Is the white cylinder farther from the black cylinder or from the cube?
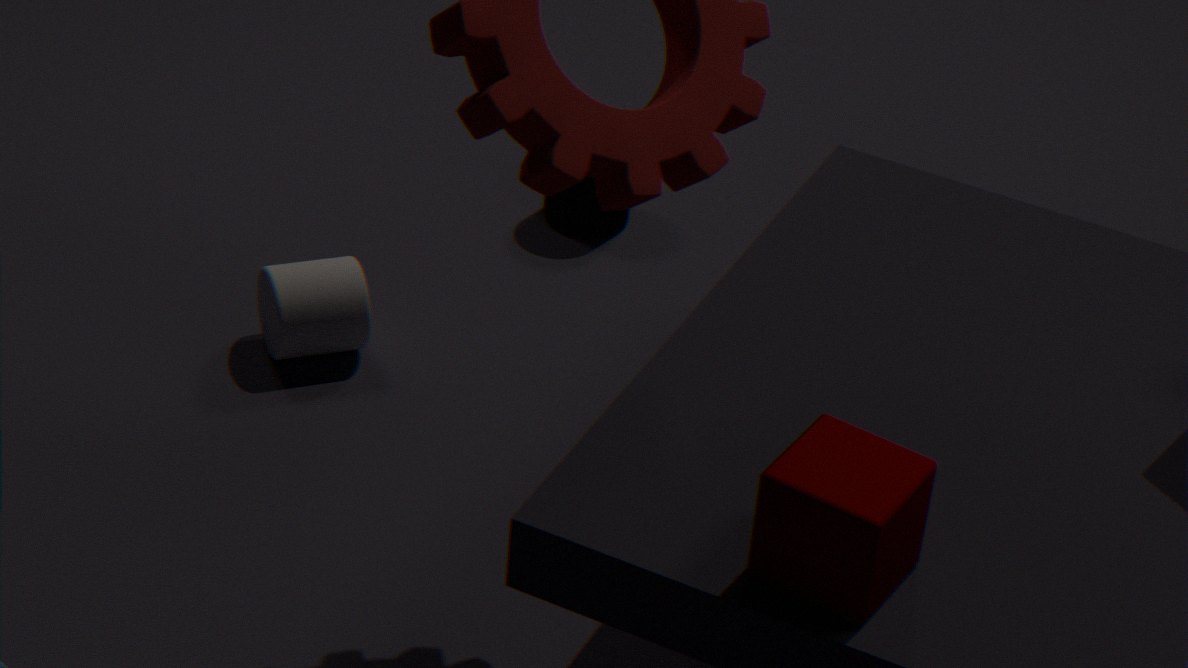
the cube
